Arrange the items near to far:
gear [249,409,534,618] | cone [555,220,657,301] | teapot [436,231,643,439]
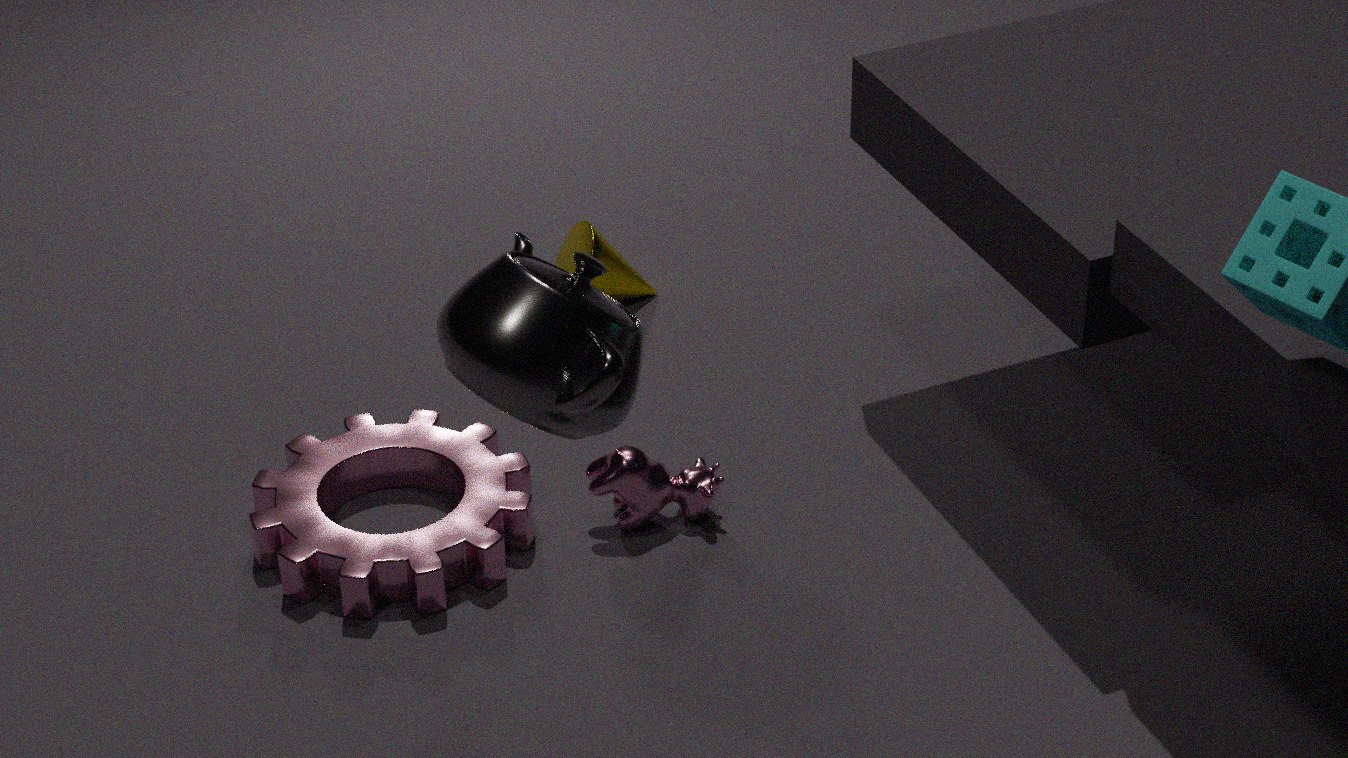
teapot [436,231,643,439], gear [249,409,534,618], cone [555,220,657,301]
